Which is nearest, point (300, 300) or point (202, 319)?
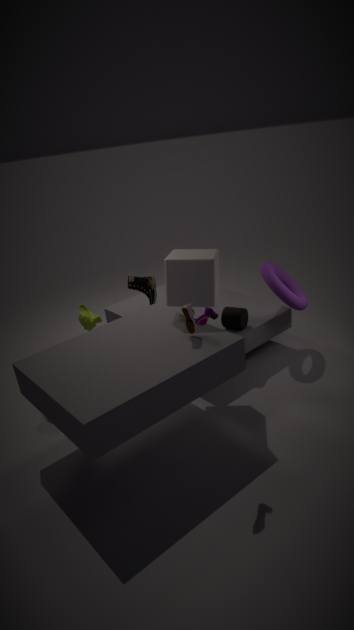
point (202, 319)
